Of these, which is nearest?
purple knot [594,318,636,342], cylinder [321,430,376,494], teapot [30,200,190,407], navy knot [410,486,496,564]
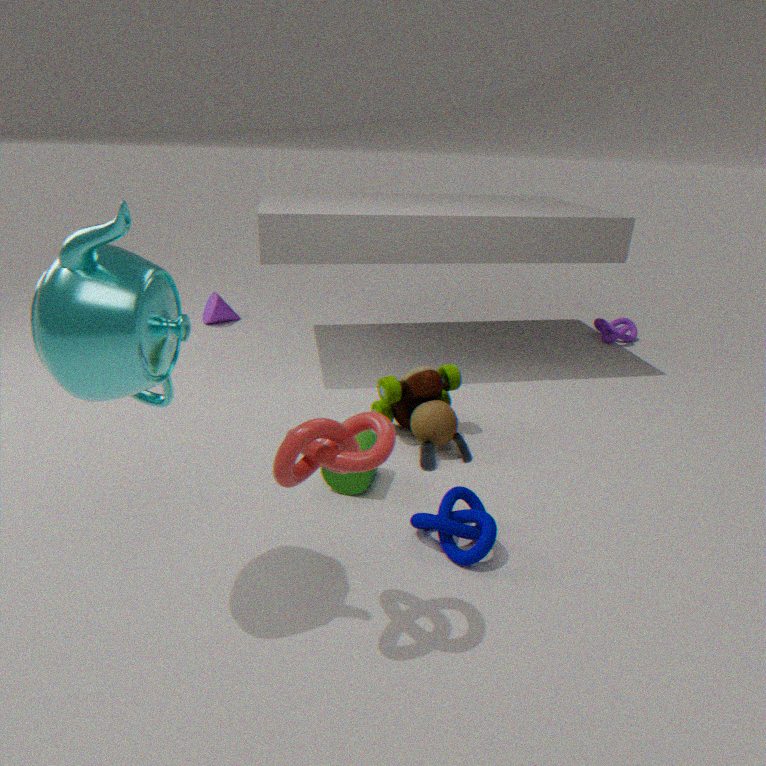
teapot [30,200,190,407]
